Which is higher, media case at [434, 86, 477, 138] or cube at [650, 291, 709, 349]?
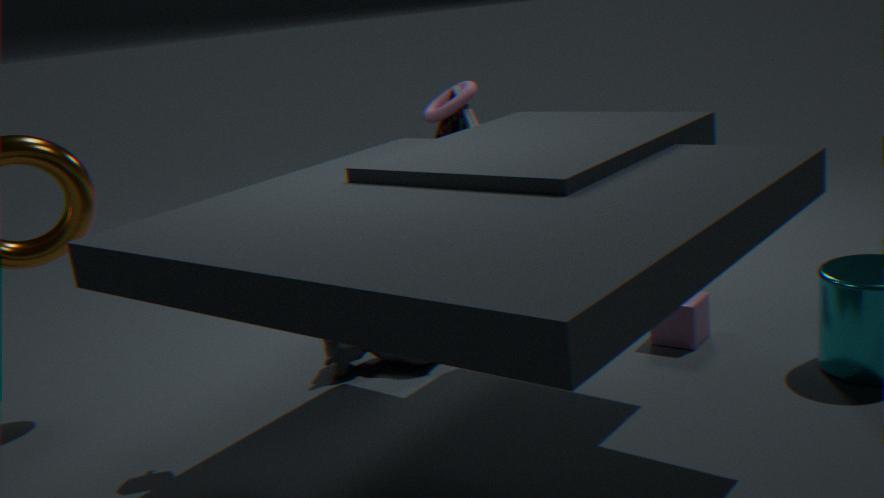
media case at [434, 86, 477, 138]
